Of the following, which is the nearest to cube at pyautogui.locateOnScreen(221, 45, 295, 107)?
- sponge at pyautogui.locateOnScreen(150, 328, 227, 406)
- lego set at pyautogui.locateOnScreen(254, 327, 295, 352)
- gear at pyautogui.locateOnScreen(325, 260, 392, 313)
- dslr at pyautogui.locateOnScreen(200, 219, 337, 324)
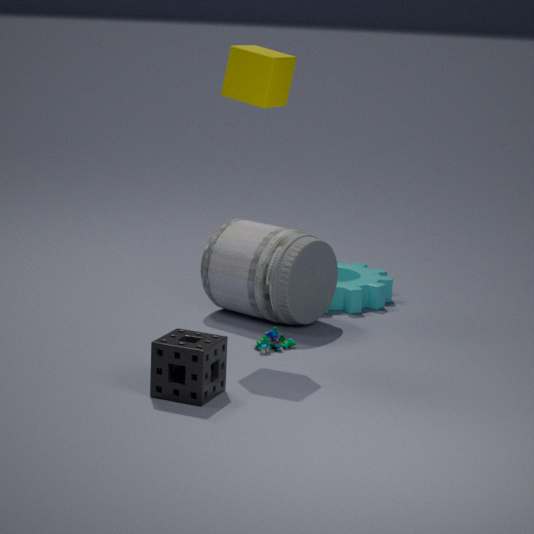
dslr at pyautogui.locateOnScreen(200, 219, 337, 324)
